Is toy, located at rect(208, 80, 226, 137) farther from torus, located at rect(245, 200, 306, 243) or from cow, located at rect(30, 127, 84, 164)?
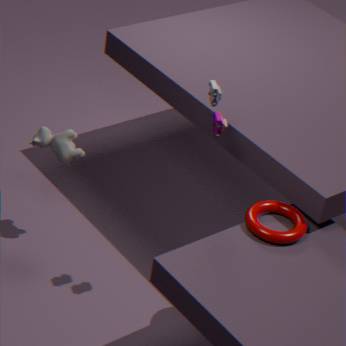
cow, located at rect(30, 127, 84, 164)
